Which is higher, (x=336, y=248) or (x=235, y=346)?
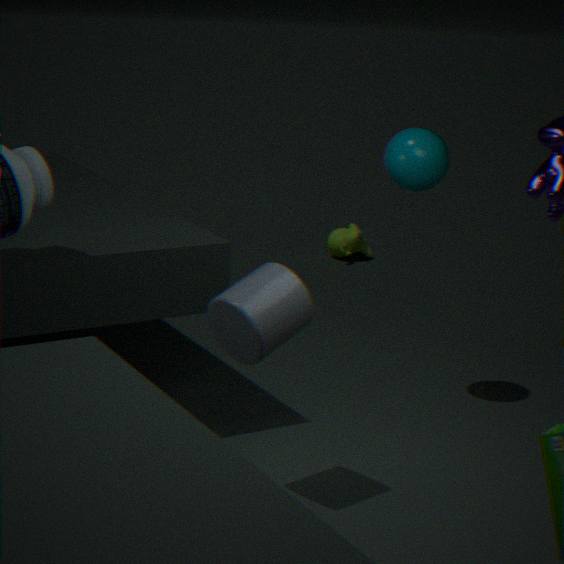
(x=235, y=346)
